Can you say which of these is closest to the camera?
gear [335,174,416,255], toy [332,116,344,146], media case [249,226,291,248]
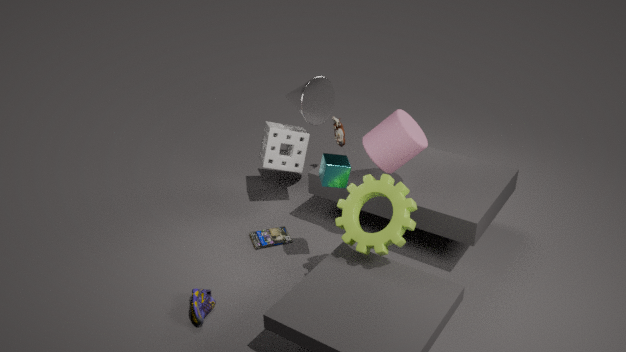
gear [335,174,416,255]
